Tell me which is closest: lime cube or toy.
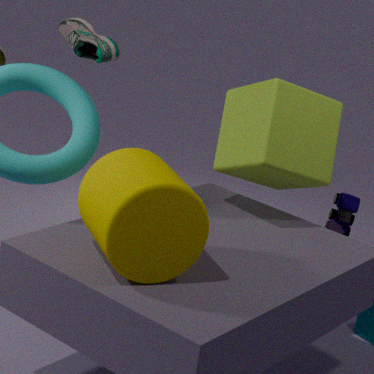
lime cube
